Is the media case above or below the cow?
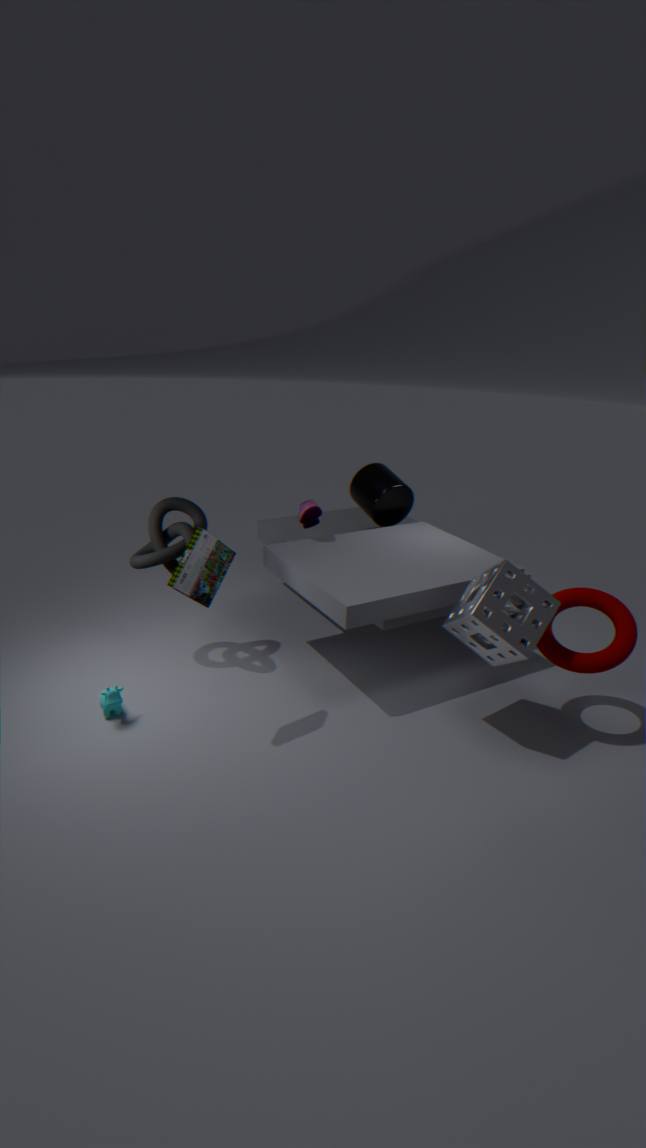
above
